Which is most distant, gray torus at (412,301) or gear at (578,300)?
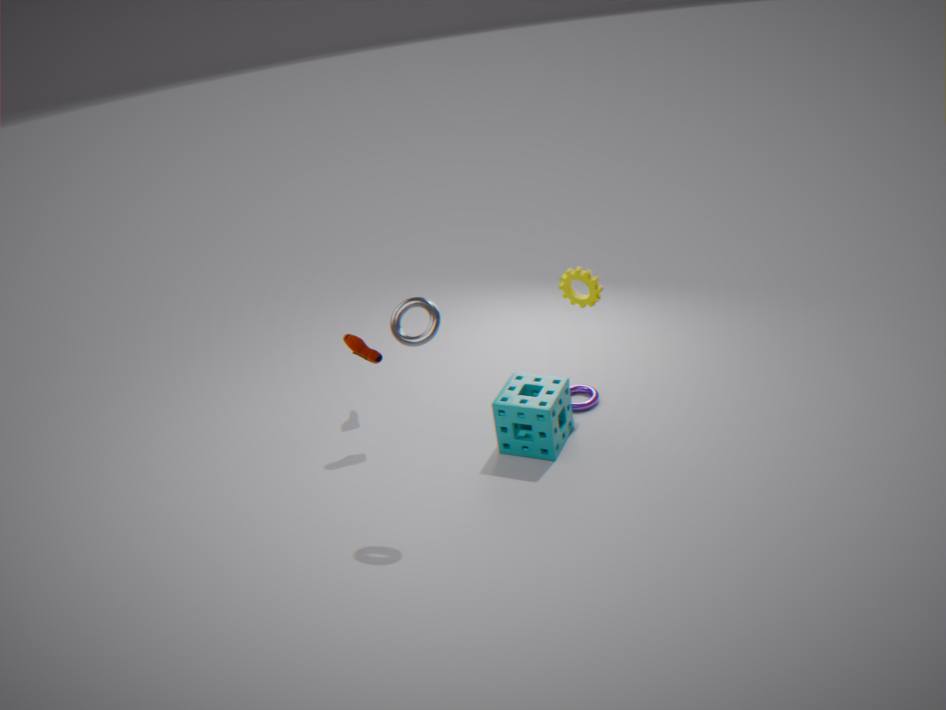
gear at (578,300)
